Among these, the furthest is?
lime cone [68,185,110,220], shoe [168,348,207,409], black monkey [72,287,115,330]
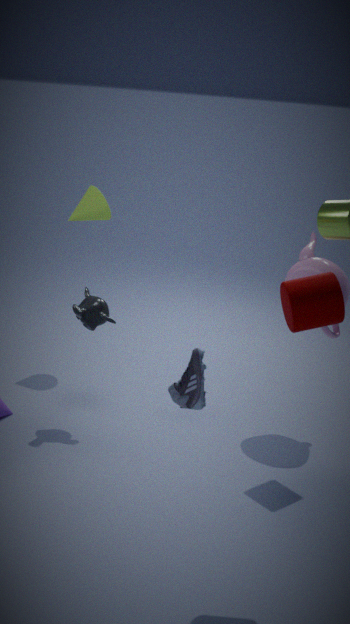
lime cone [68,185,110,220]
